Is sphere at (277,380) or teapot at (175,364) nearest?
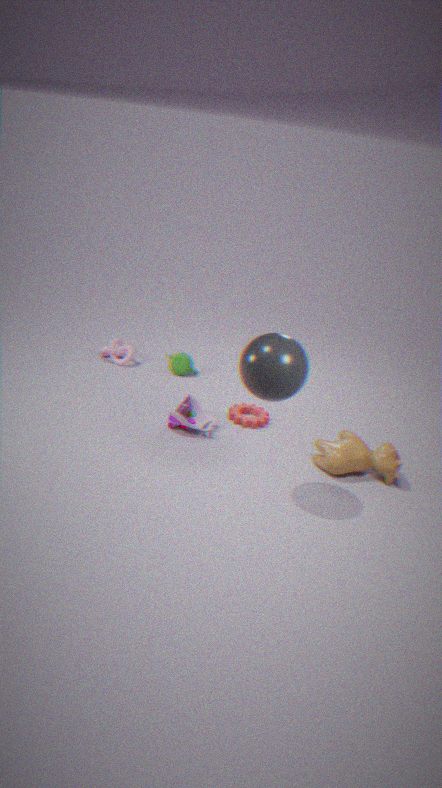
sphere at (277,380)
